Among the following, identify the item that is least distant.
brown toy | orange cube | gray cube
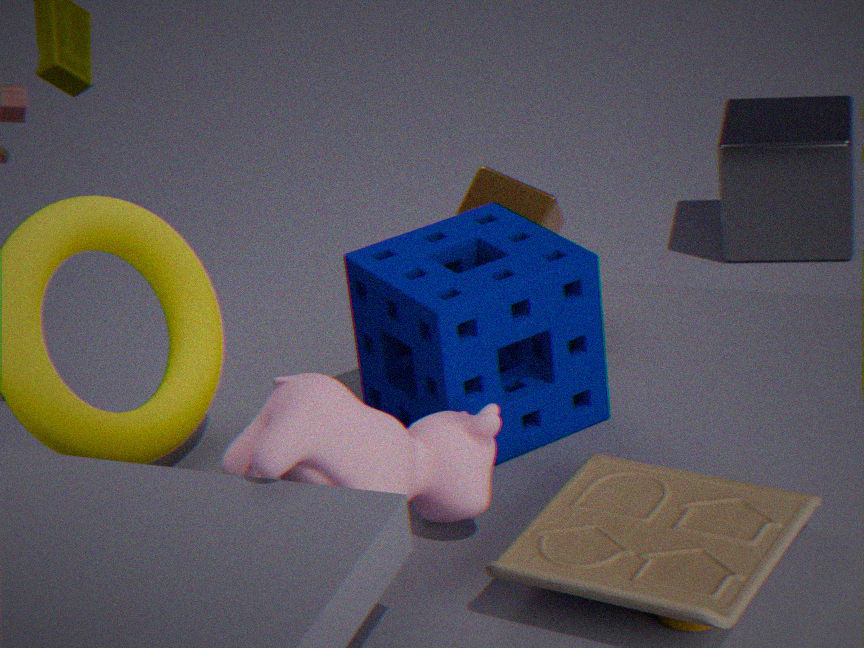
brown toy
